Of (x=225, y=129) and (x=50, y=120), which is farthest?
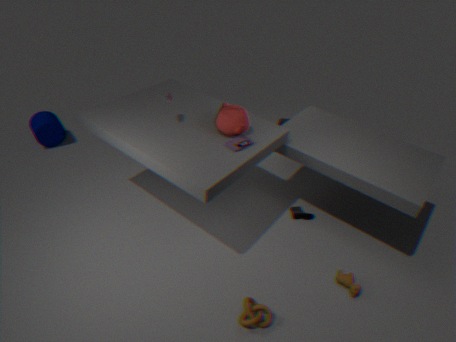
(x=50, y=120)
